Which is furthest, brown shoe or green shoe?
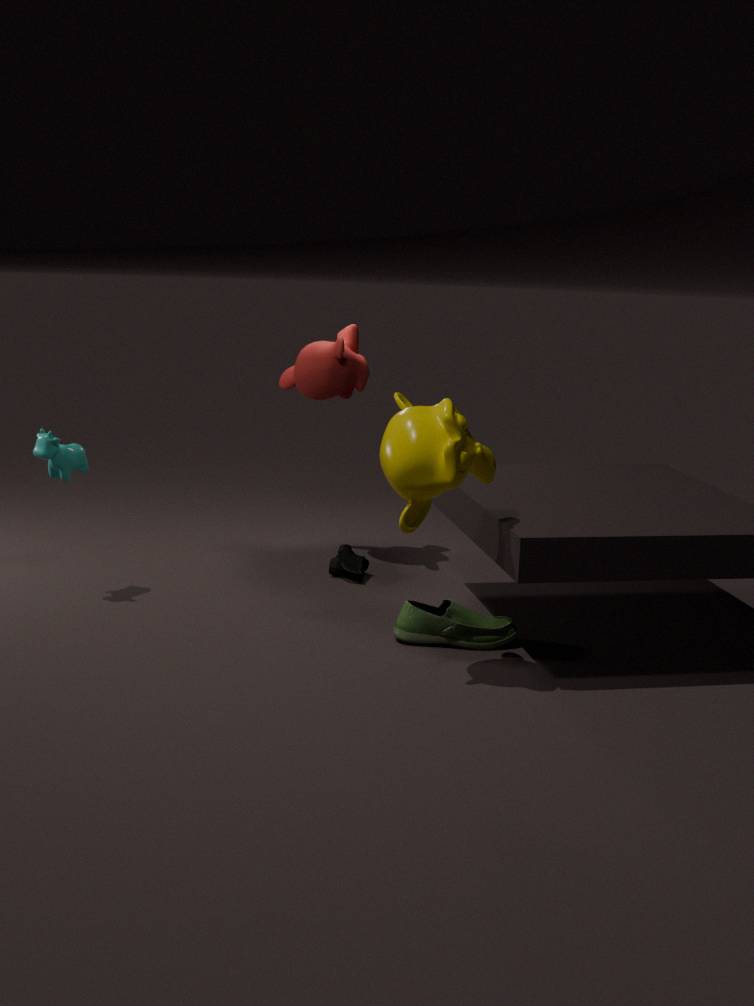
brown shoe
